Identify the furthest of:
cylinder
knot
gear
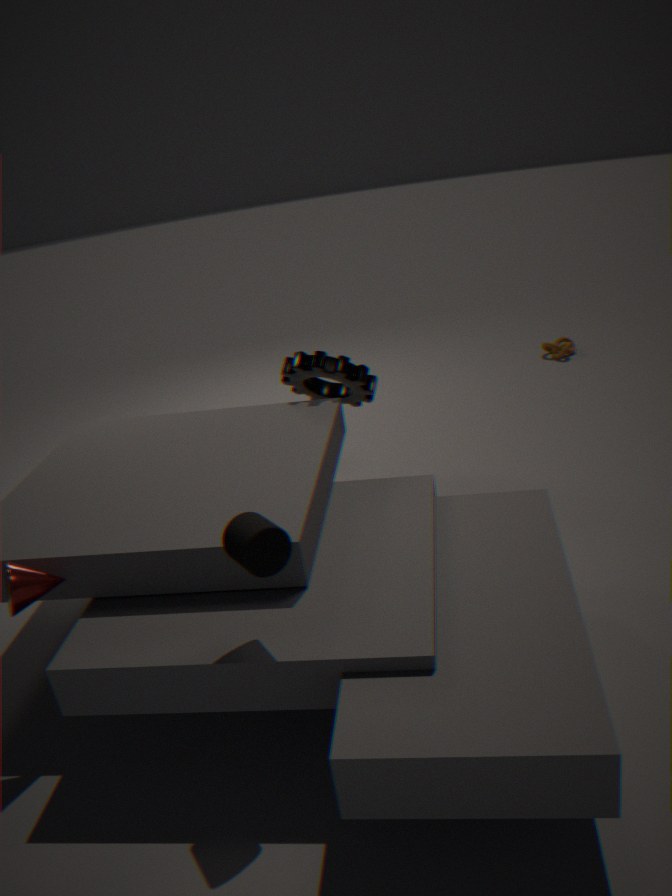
knot
